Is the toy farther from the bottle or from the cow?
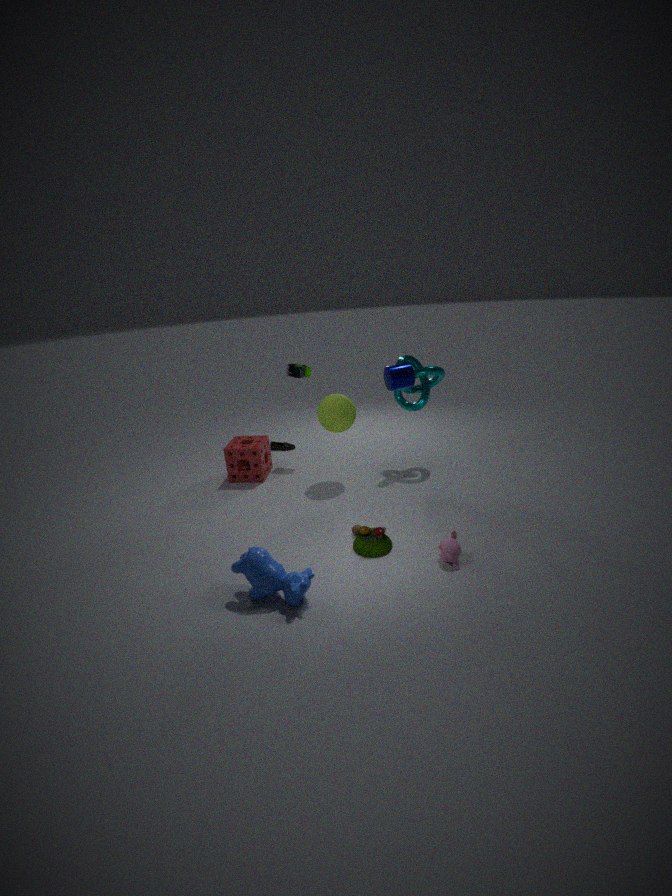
the bottle
